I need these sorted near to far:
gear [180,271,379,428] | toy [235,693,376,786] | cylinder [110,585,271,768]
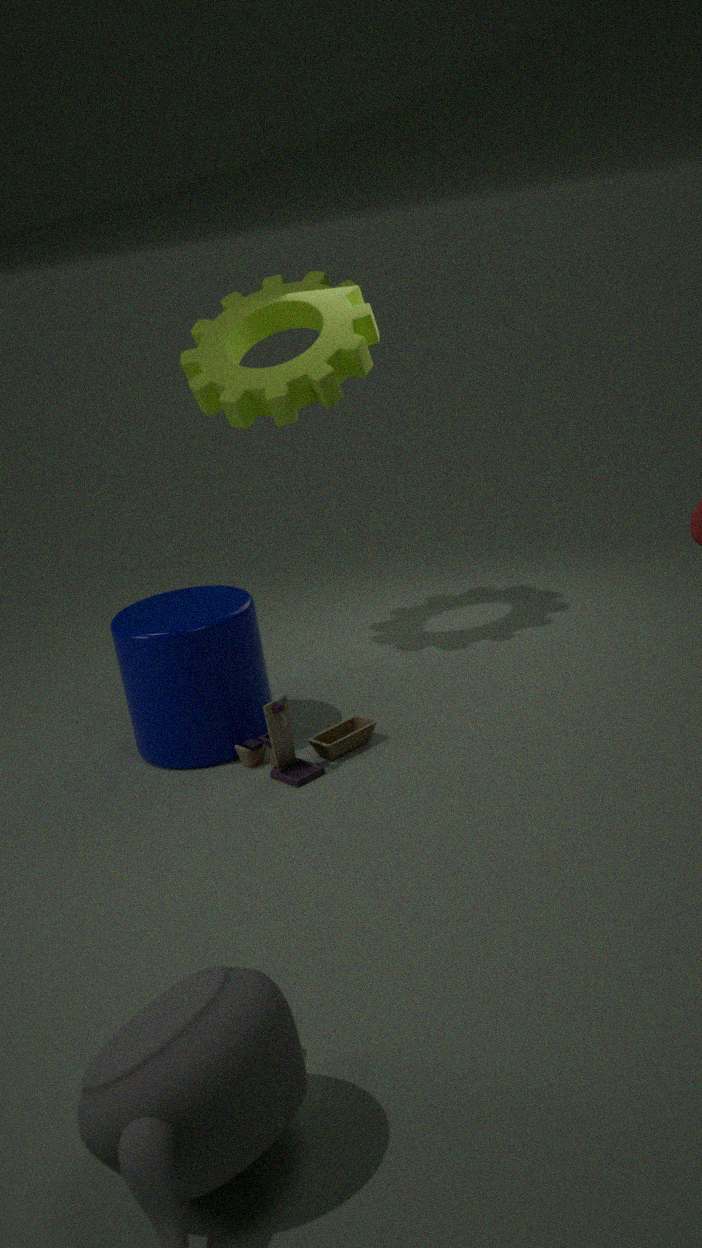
toy [235,693,376,786]
cylinder [110,585,271,768]
gear [180,271,379,428]
